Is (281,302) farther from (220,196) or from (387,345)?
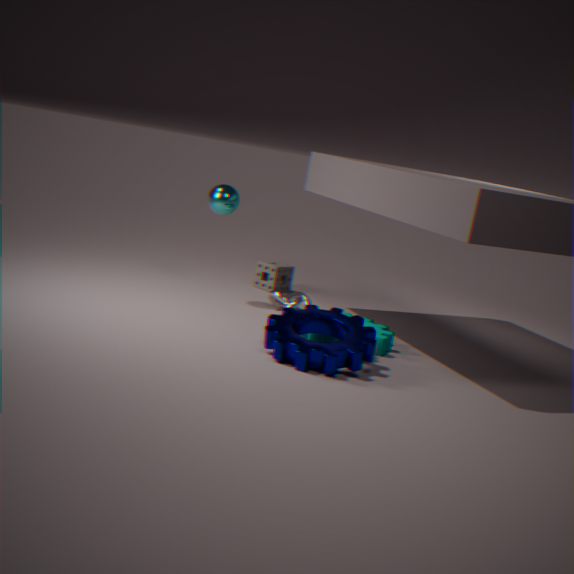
(220,196)
